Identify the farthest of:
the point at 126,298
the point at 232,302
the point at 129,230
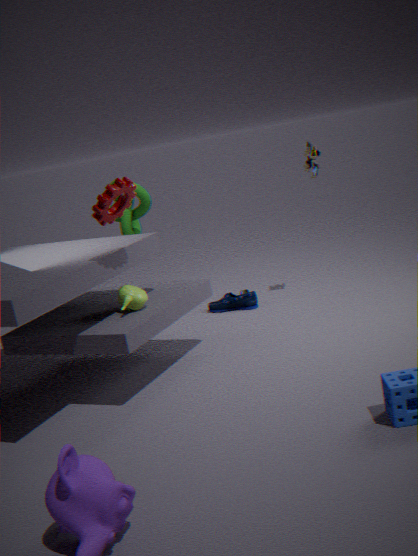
the point at 129,230
